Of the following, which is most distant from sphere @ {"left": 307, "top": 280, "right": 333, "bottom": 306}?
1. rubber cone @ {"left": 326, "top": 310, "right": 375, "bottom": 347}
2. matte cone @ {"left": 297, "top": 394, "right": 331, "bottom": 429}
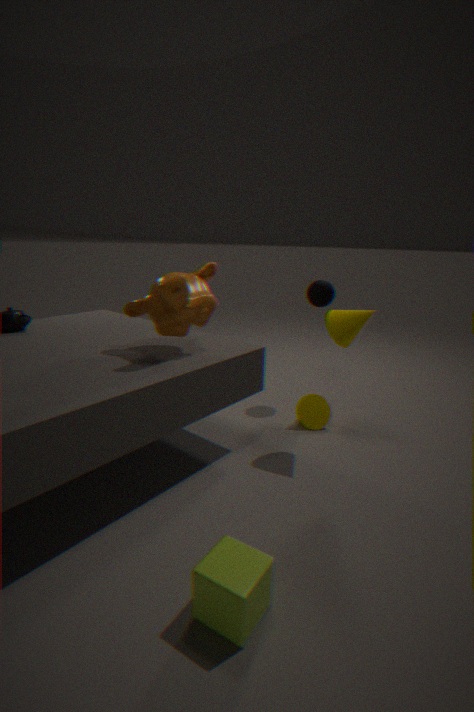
matte cone @ {"left": 297, "top": 394, "right": 331, "bottom": 429}
